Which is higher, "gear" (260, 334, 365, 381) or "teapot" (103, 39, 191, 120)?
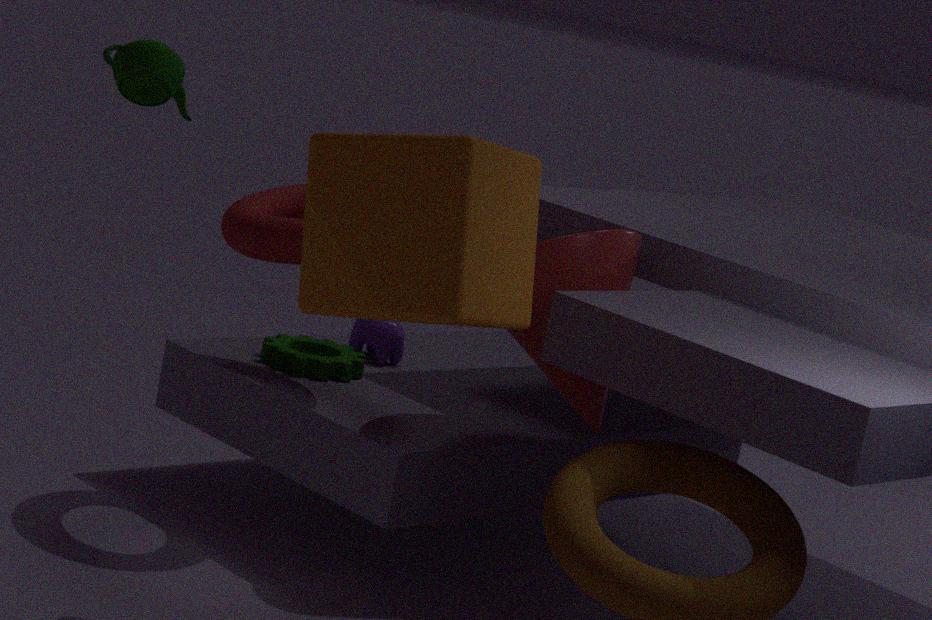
"teapot" (103, 39, 191, 120)
